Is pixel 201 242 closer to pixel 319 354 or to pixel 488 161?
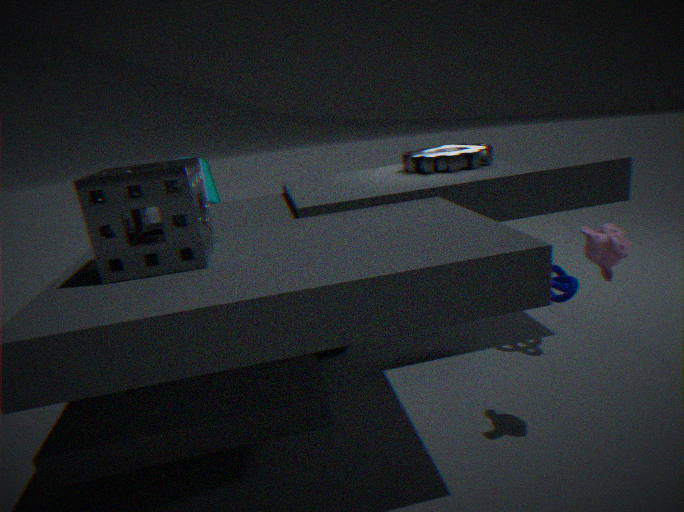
pixel 319 354
